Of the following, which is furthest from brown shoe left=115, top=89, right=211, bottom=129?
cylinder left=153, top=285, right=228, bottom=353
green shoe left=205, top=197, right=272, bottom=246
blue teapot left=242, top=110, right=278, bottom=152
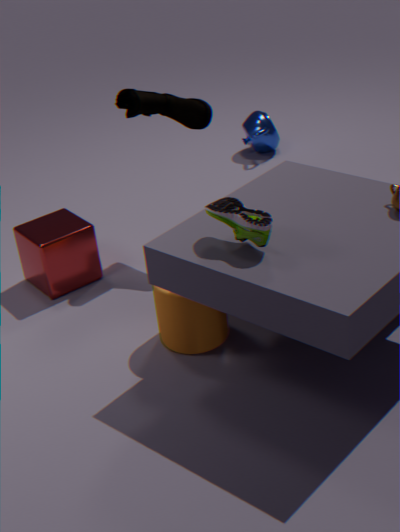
blue teapot left=242, top=110, right=278, bottom=152
